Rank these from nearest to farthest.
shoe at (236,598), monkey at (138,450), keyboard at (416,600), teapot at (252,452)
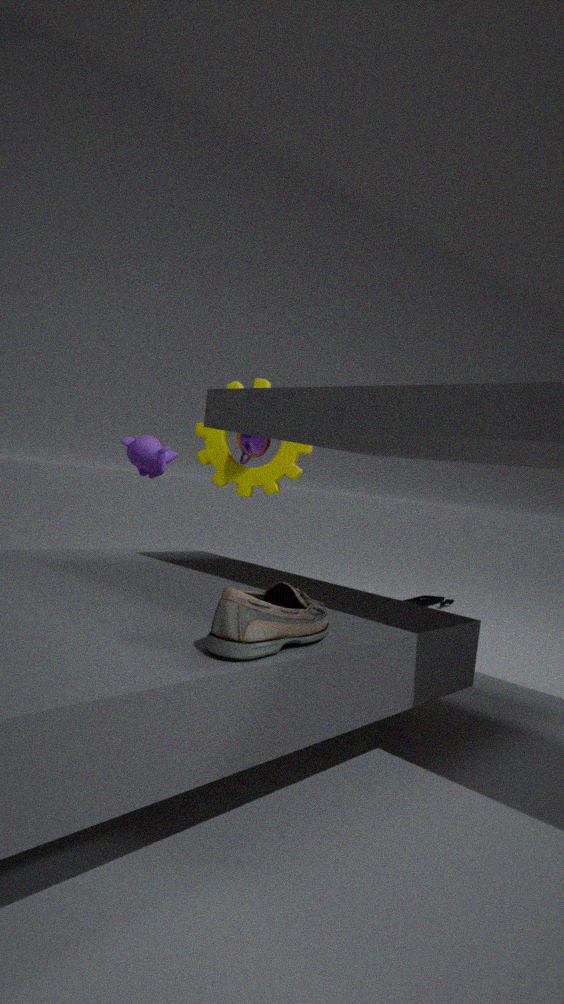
shoe at (236,598) → monkey at (138,450) → teapot at (252,452) → keyboard at (416,600)
